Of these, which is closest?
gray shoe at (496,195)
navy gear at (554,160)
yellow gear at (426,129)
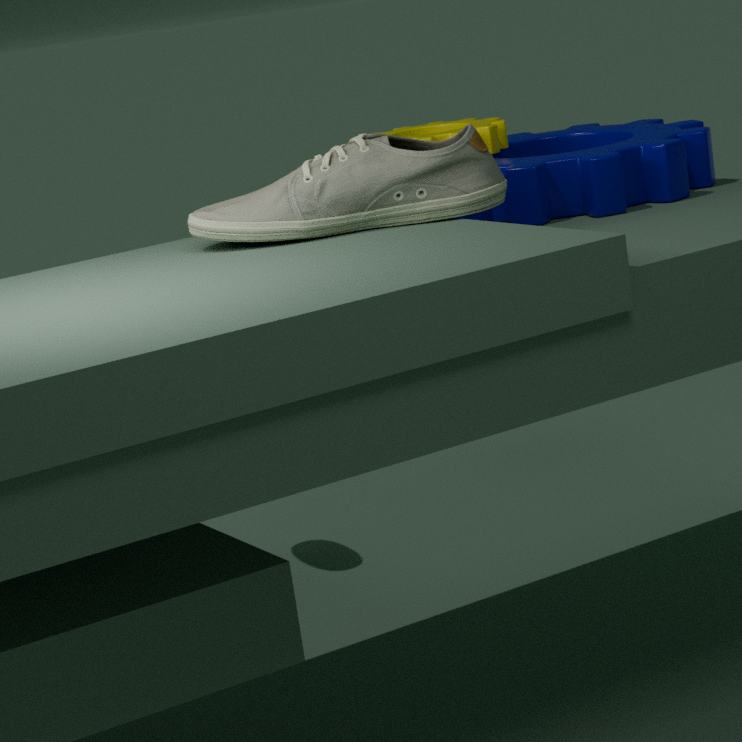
gray shoe at (496,195)
